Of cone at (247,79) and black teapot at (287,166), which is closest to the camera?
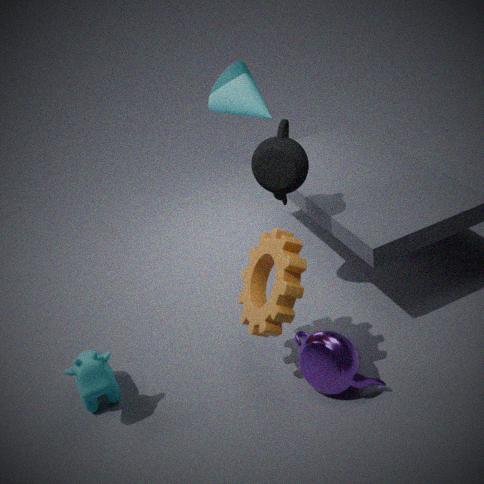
black teapot at (287,166)
